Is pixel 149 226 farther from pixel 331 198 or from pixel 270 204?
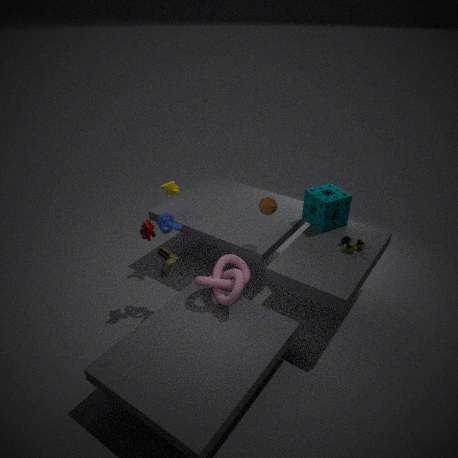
pixel 331 198
